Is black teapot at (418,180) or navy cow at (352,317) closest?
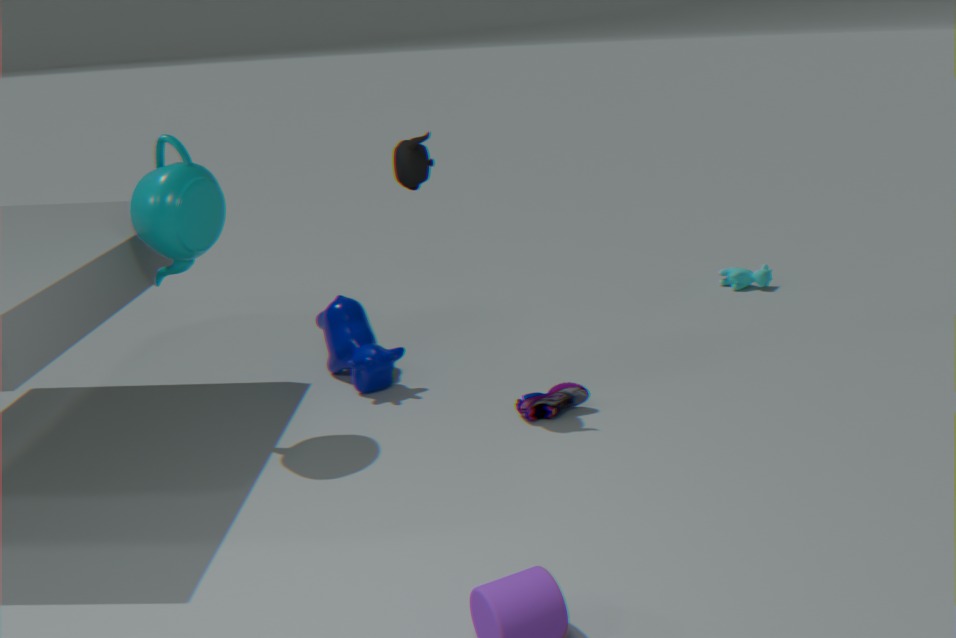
black teapot at (418,180)
